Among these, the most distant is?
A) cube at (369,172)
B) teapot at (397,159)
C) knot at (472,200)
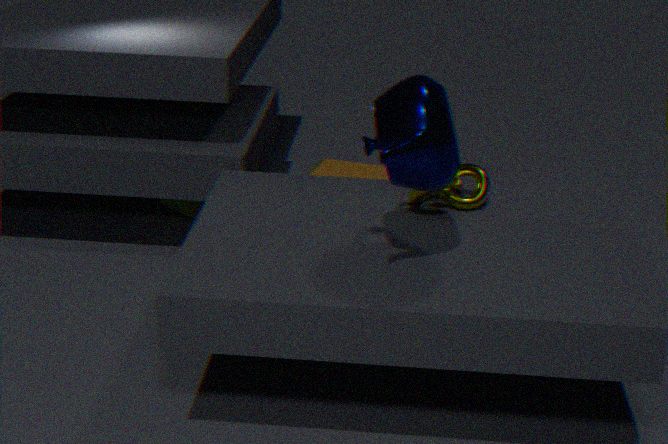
cube at (369,172)
